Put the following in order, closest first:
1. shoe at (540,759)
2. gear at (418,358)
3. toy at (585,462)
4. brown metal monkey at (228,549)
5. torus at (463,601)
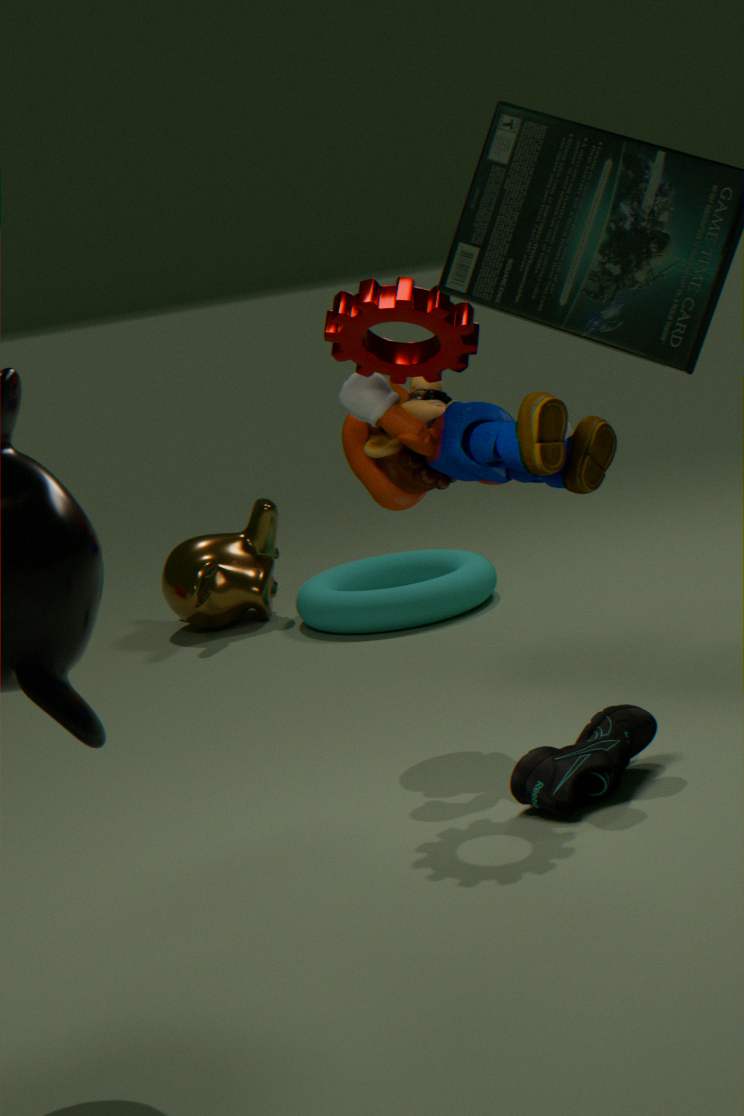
shoe at (540,759)
gear at (418,358)
toy at (585,462)
torus at (463,601)
brown metal monkey at (228,549)
